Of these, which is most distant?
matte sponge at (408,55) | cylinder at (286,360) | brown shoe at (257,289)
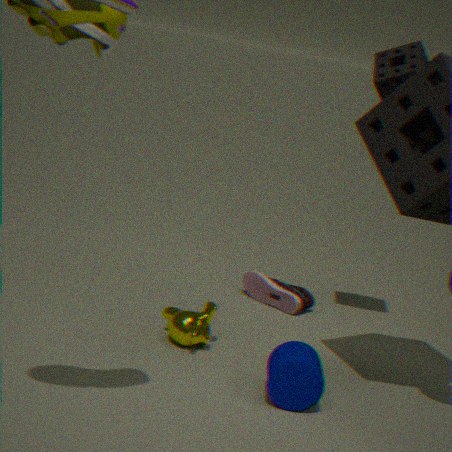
brown shoe at (257,289)
